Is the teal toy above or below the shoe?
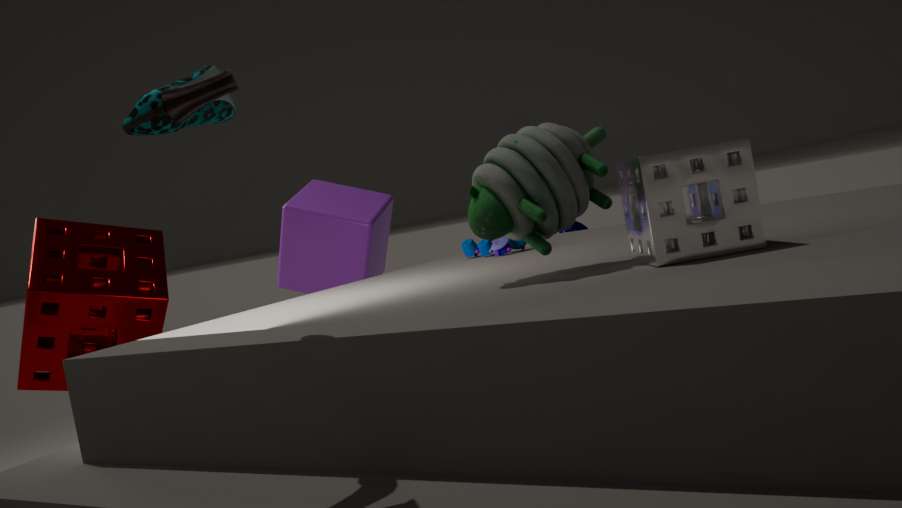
below
